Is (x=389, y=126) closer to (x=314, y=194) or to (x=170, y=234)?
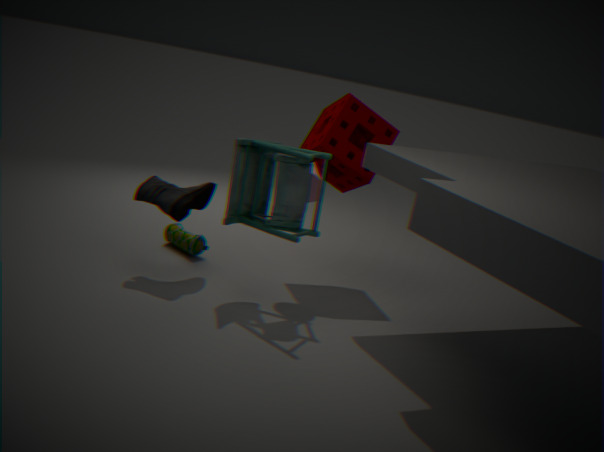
(x=314, y=194)
